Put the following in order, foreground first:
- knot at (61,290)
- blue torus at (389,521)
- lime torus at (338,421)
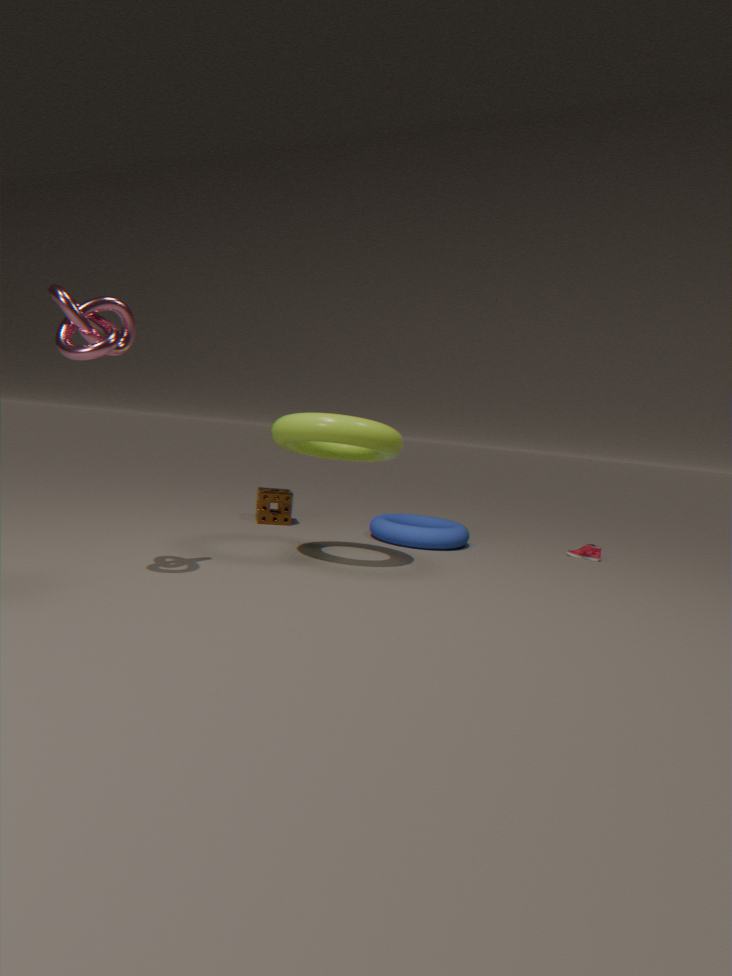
knot at (61,290), lime torus at (338,421), blue torus at (389,521)
